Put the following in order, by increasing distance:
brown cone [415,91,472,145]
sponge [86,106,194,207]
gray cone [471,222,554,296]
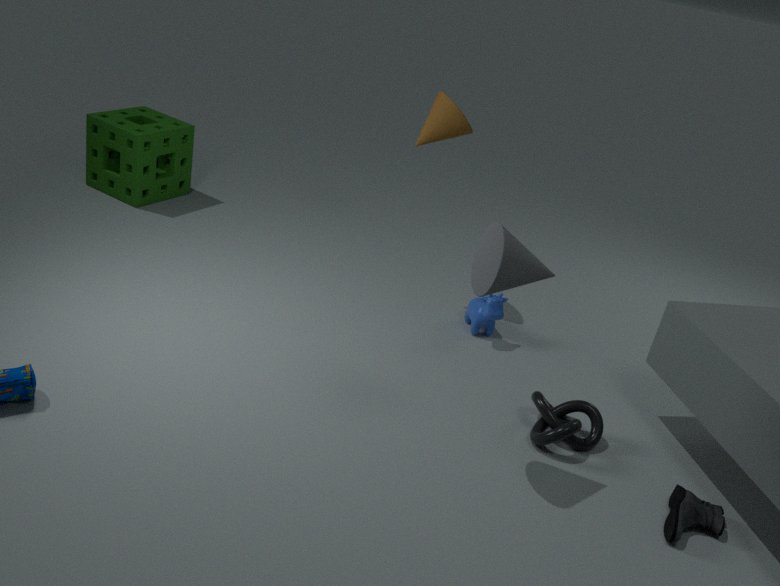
1. gray cone [471,222,554,296]
2. brown cone [415,91,472,145]
3. sponge [86,106,194,207]
